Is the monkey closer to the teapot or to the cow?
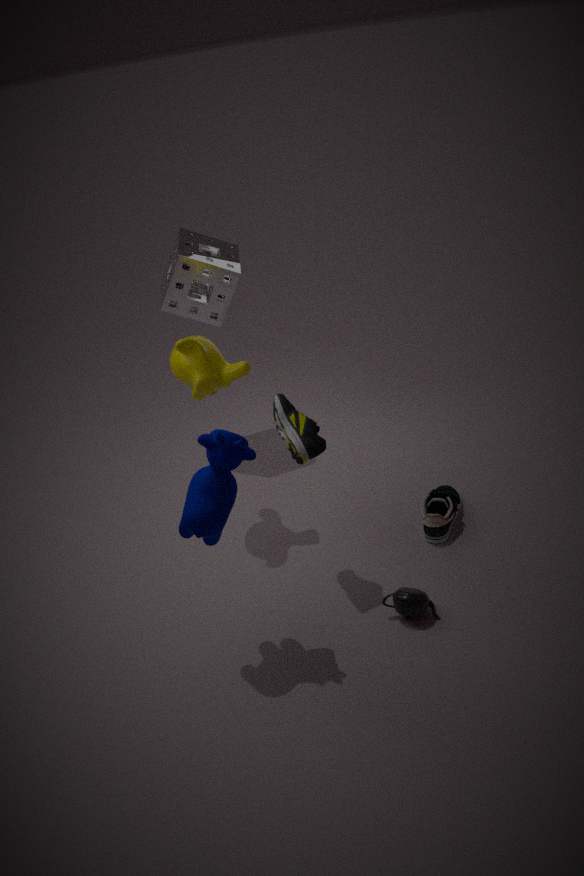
the cow
